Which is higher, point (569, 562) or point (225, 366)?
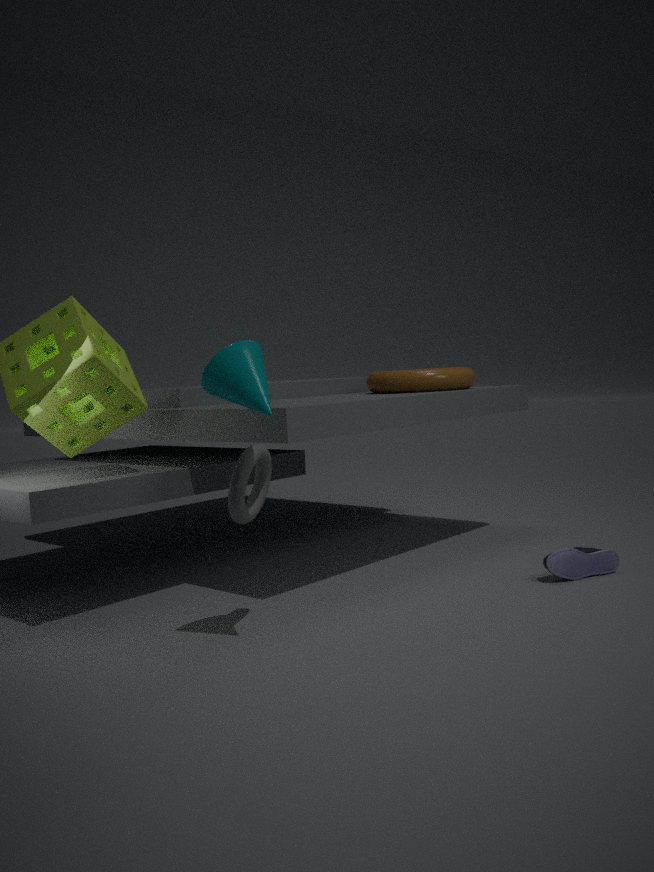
point (225, 366)
